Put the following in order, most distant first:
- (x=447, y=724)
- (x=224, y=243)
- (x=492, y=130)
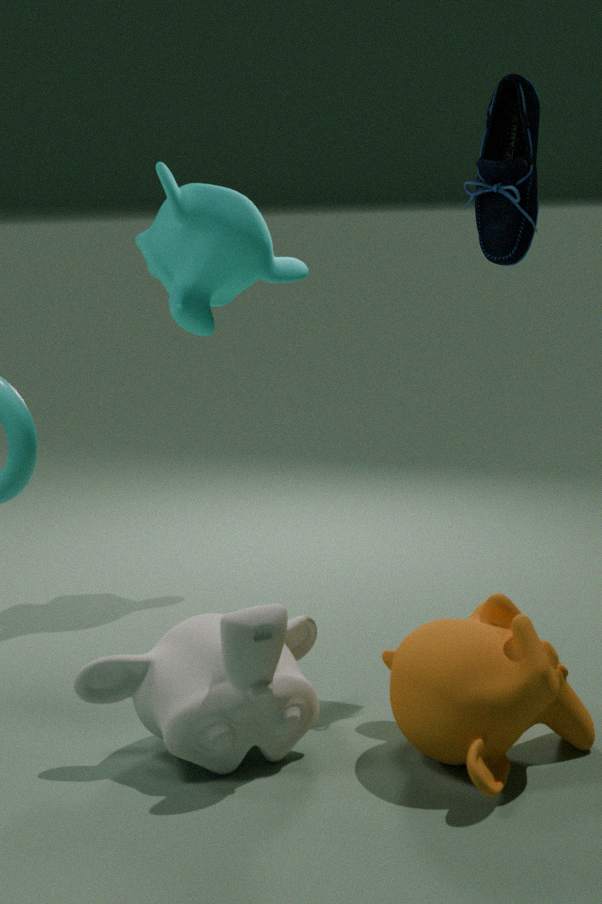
(x=224, y=243) → (x=492, y=130) → (x=447, y=724)
